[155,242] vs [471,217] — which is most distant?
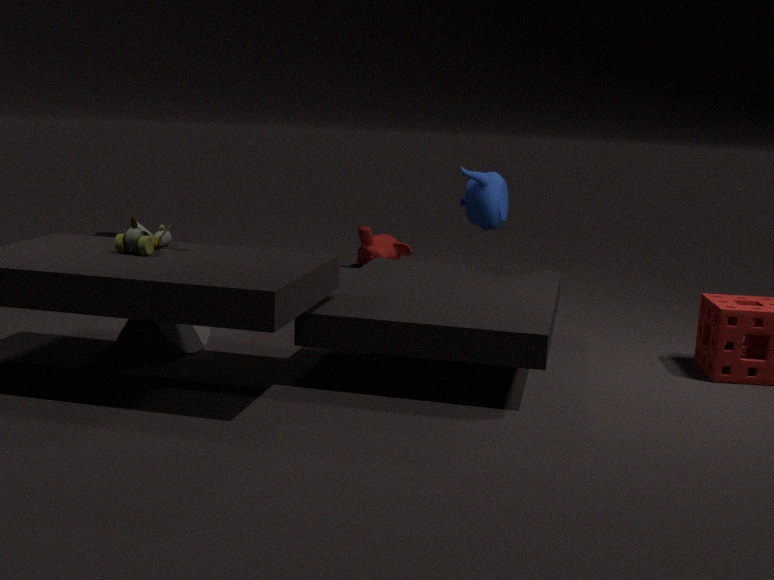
[471,217]
